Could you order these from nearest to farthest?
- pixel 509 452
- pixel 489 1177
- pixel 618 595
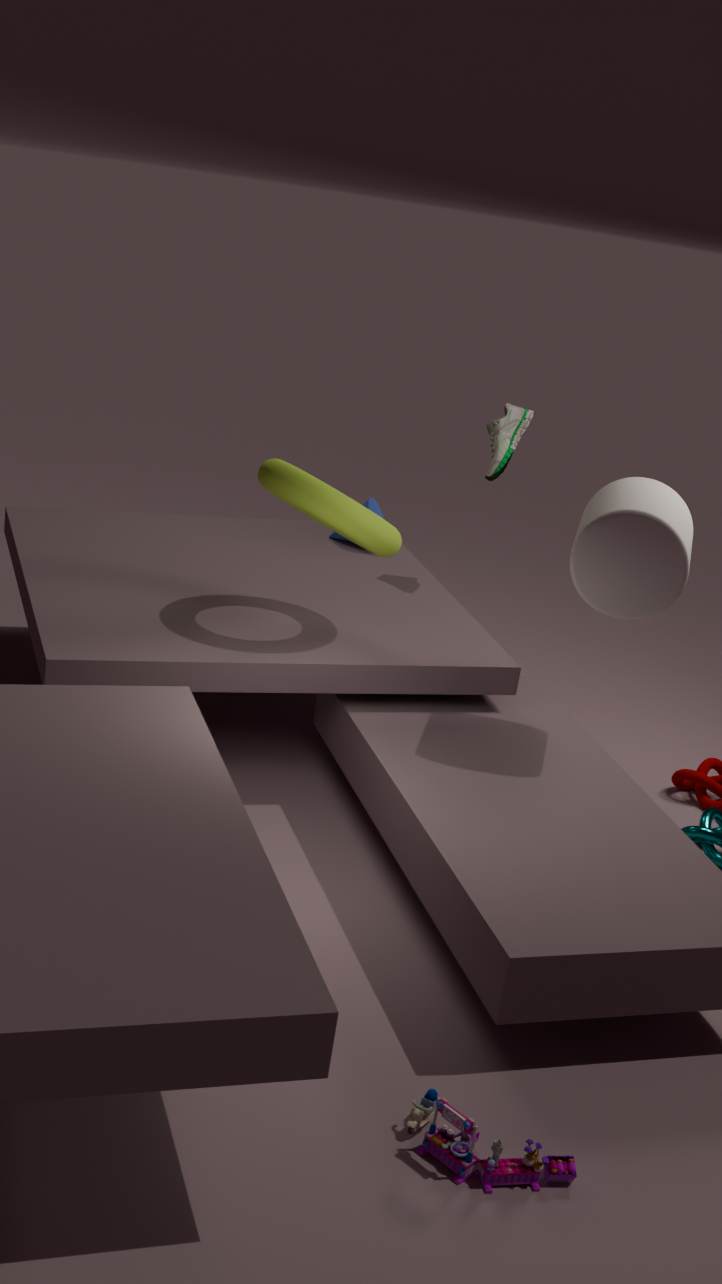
pixel 489 1177
pixel 618 595
pixel 509 452
